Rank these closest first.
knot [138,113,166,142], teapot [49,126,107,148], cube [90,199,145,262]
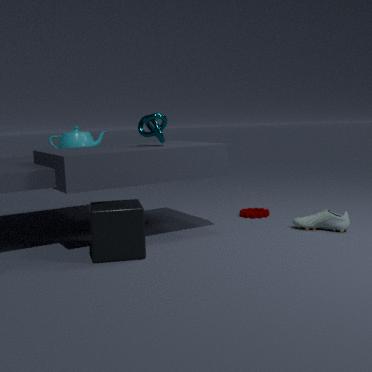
cube [90,199,145,262], knot [138,113,166,142], teapot [49,126,107,148]
